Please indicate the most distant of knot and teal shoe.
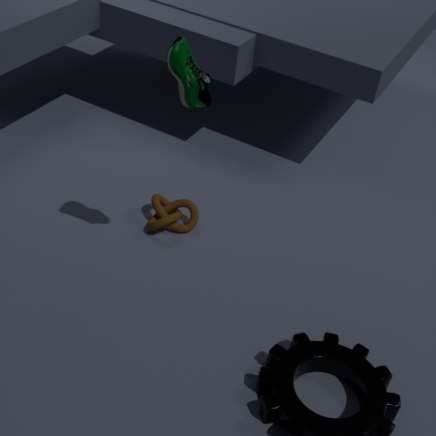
knot
